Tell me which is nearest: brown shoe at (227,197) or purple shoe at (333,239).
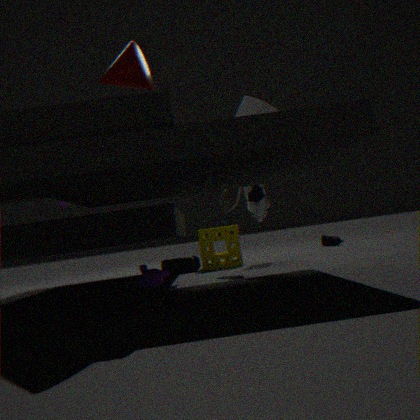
brown shoe at (227,197)
